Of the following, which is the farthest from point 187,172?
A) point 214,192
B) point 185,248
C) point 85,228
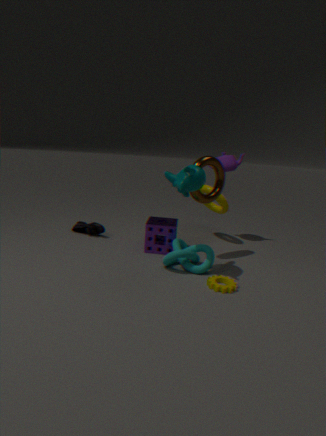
point 85,228
